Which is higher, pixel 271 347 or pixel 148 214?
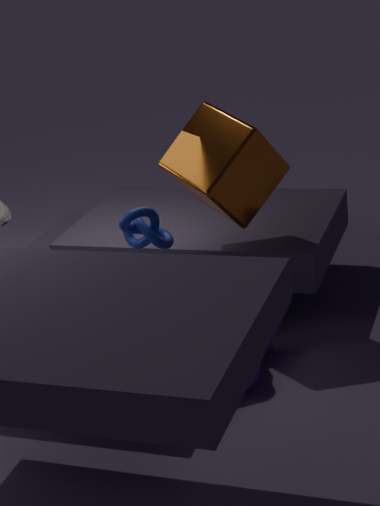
pixel 148 214
